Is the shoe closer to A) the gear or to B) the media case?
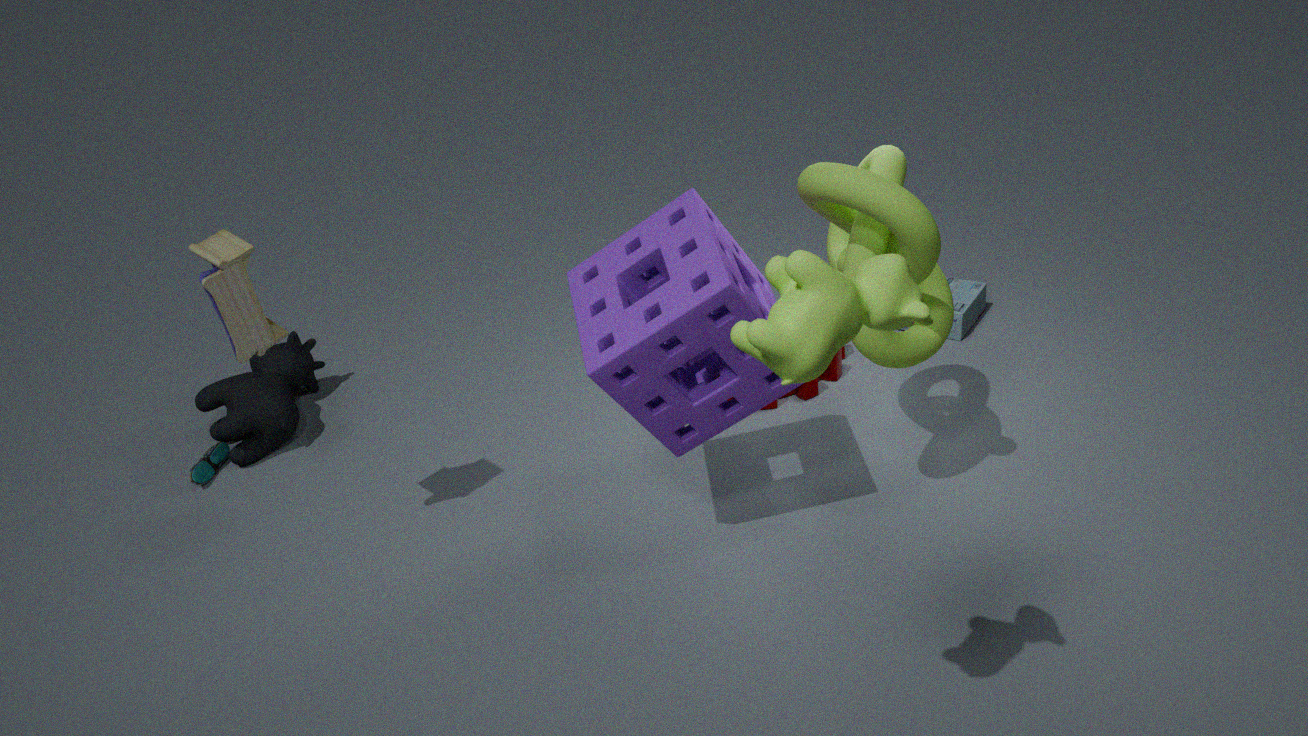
A) the gear
